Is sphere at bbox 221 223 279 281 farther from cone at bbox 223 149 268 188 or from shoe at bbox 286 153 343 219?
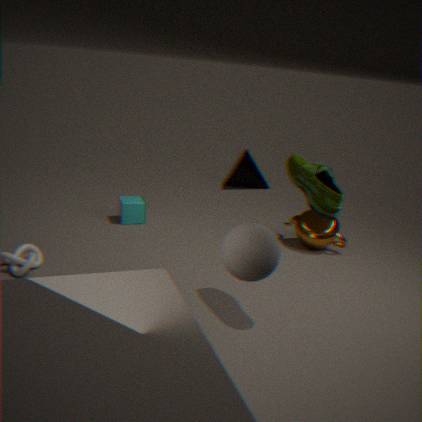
cone at bbox 223 149 268 188
